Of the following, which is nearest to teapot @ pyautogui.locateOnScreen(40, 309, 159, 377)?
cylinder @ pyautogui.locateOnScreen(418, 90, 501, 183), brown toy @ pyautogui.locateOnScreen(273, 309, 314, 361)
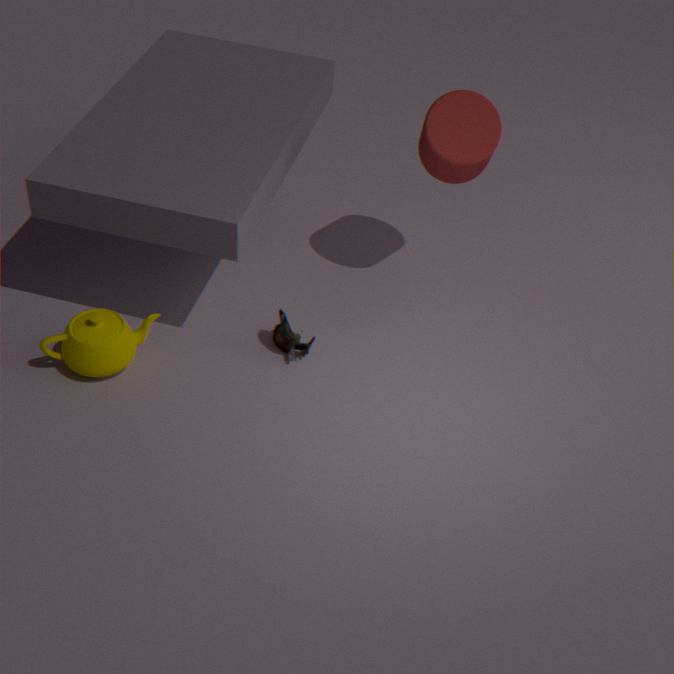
brown toy @ pyautogui.locateOnScreen(273, 309, 314, 361)
